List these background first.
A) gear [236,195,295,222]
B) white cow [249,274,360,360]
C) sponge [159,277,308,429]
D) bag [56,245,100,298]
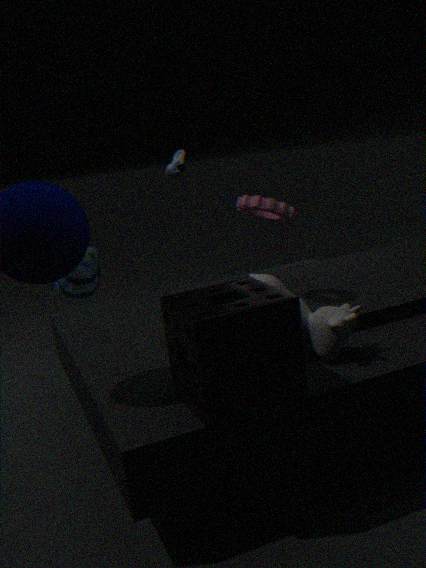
bag [56,245,100,298] → gear [236,195,295,222] → white cow [249,274,360,360] → sponge [159,277,308,429]
